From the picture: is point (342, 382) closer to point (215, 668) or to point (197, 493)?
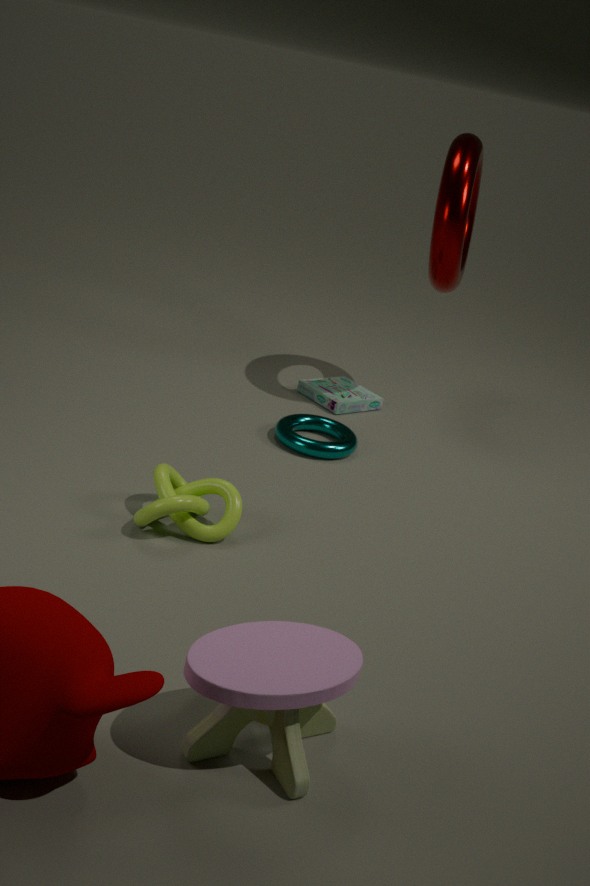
point (197, 493)
